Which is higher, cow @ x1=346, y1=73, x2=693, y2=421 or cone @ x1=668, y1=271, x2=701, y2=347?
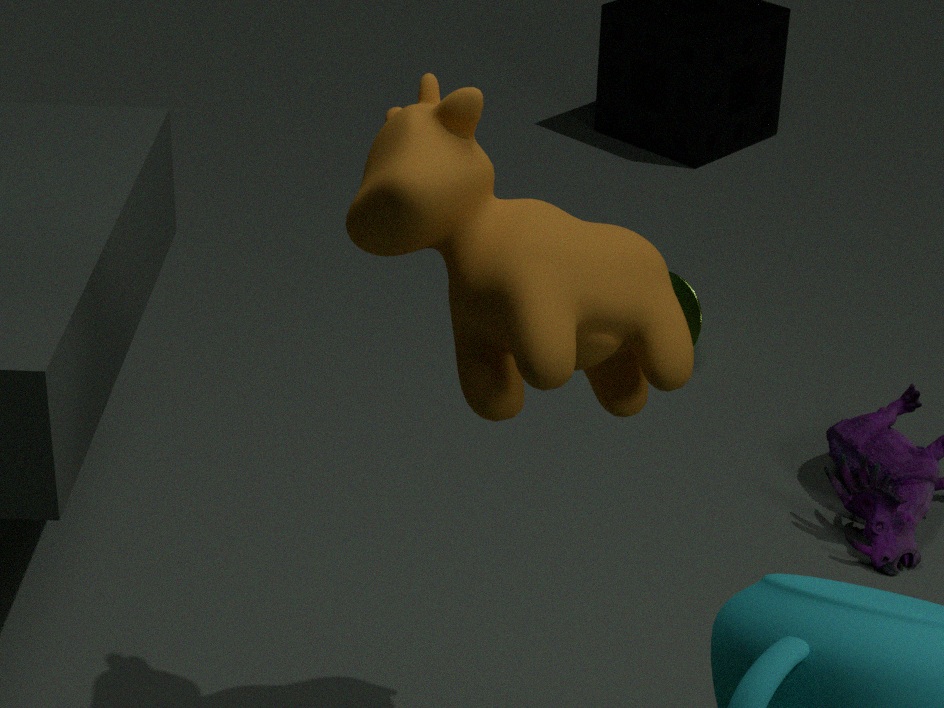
cow @ x1=346, y1=73, x2=693, y2=421
